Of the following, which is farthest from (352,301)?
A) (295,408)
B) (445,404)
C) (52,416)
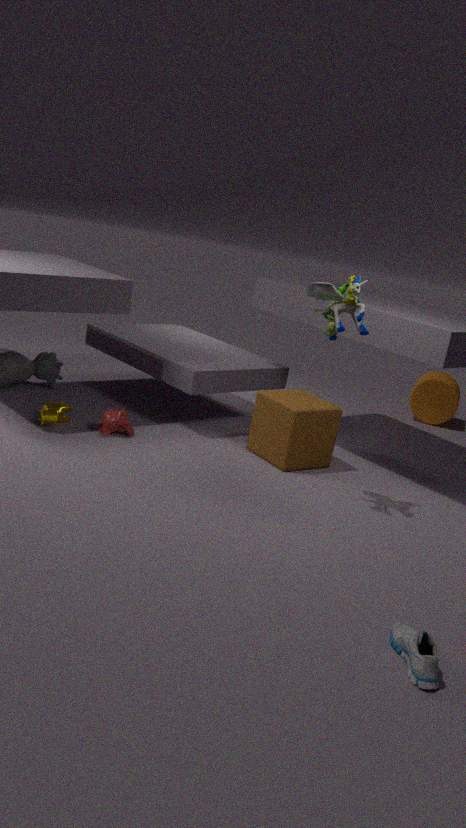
(445,404)
